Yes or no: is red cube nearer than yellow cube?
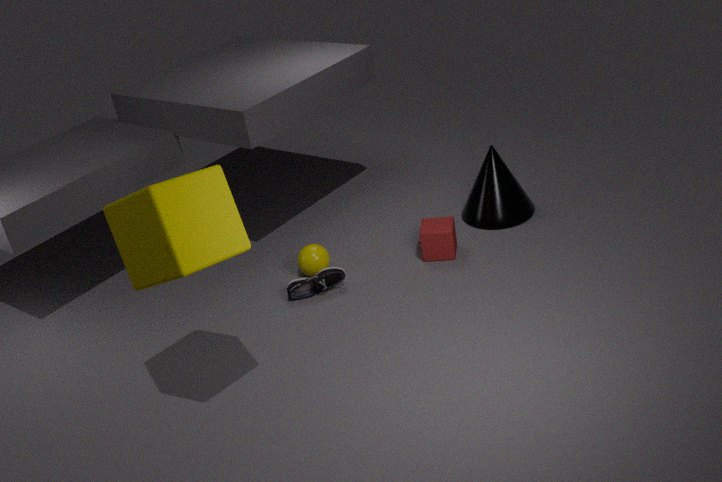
No
